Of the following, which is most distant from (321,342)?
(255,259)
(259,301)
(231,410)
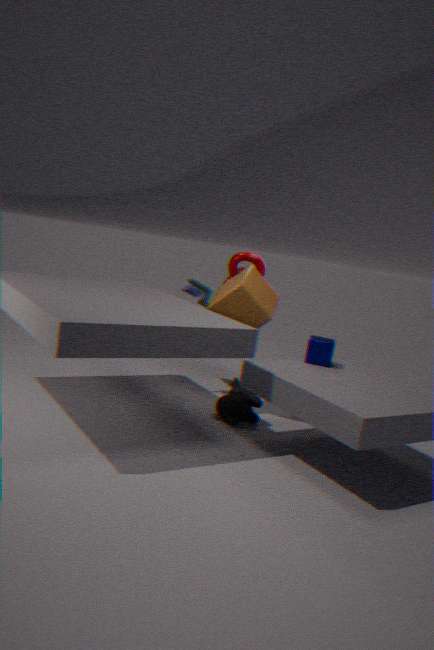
(255,259)
